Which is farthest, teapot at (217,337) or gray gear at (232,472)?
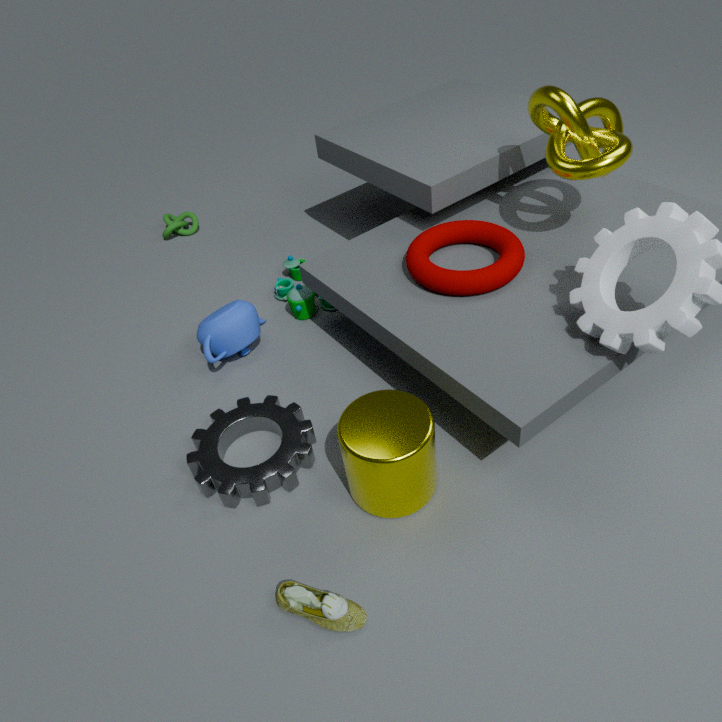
teapot at (217,337)
